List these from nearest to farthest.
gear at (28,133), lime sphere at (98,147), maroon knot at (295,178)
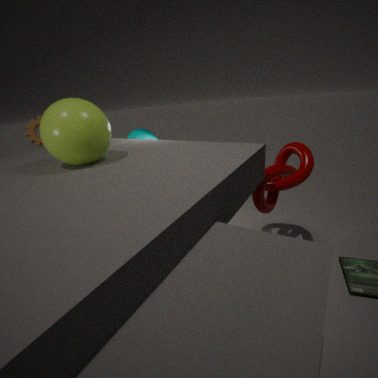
lime sphere at (98,147) < maroon knot at (295,178) < gear at (28,133)
